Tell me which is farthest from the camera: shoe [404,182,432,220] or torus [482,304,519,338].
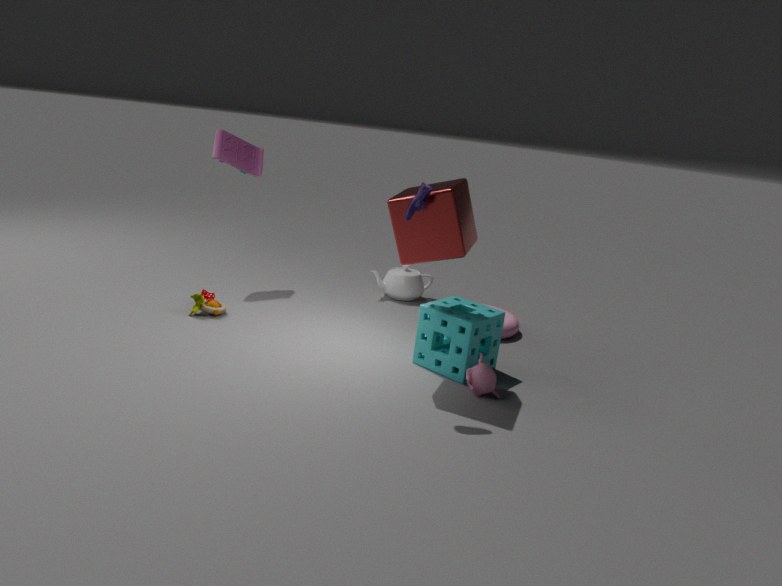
torus [482,304,519,338]
